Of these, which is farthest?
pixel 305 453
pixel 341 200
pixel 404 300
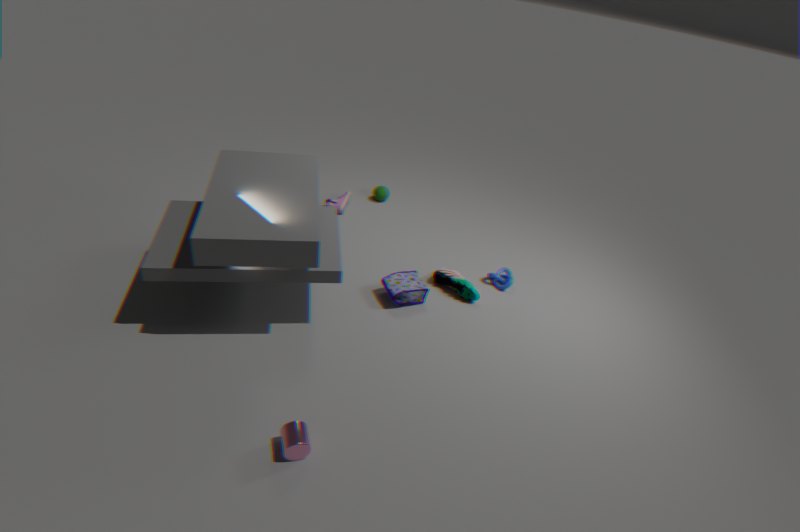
pixel 341 200
